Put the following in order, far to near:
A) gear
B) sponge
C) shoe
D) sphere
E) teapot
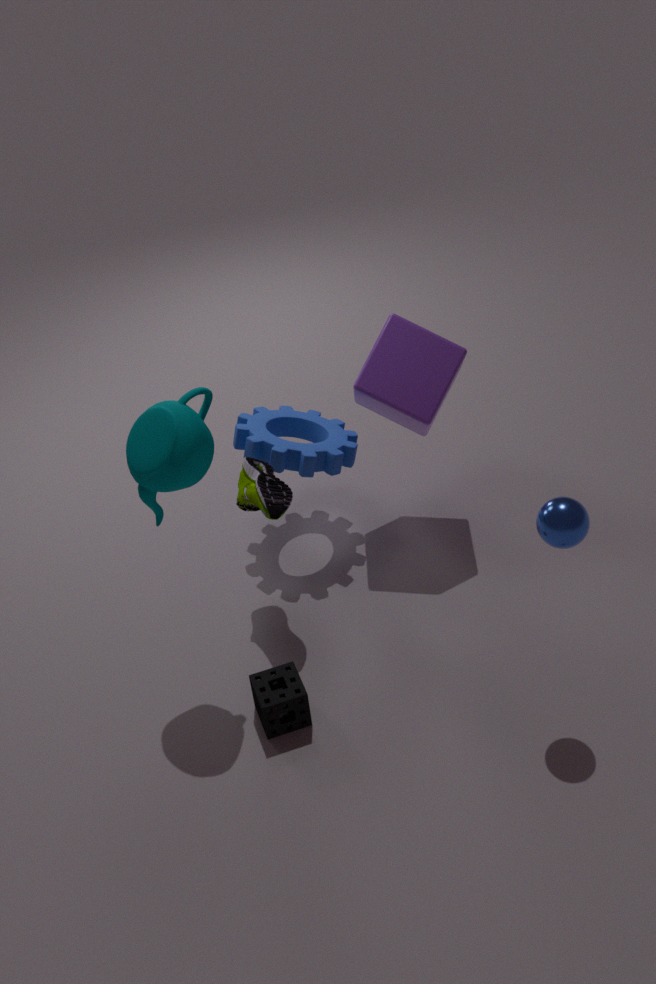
gear, shoe, sponge, teapot, sphere
